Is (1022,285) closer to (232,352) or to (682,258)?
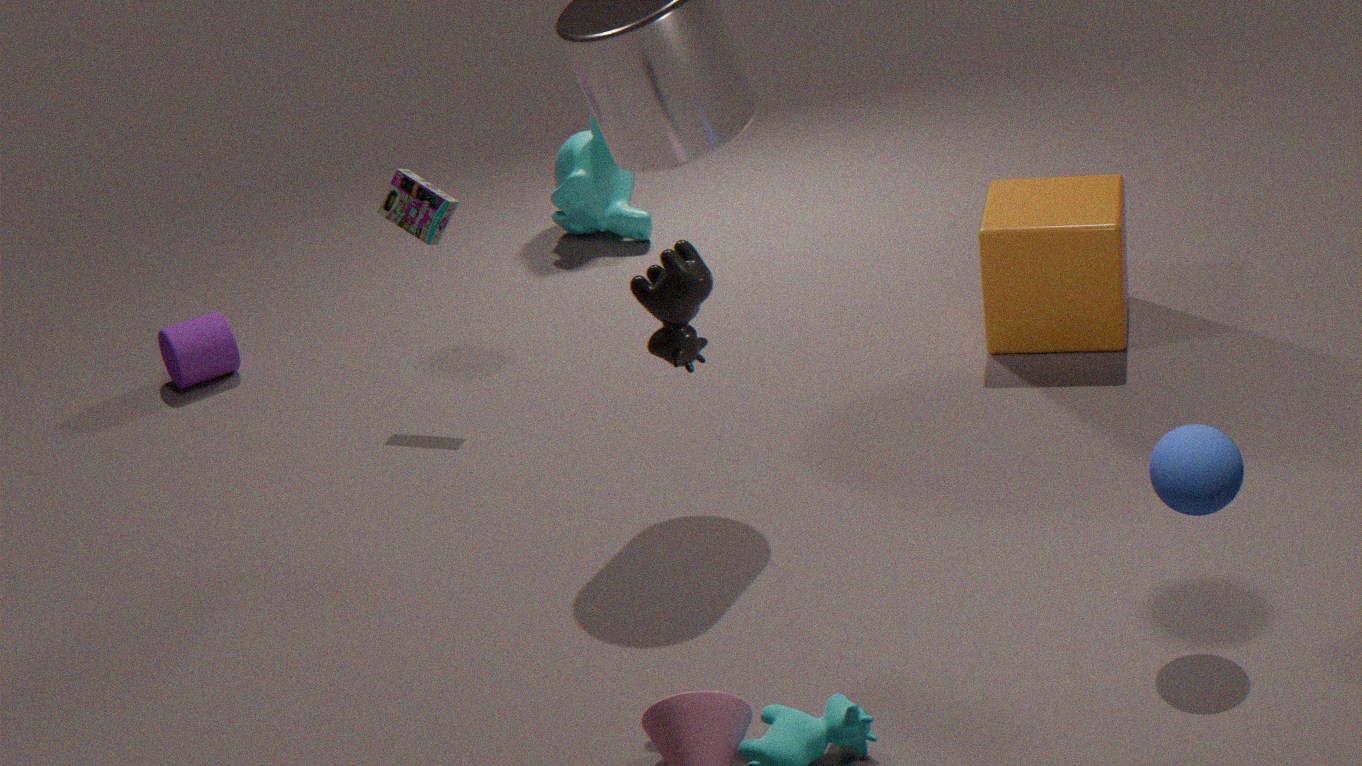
(682,258)
